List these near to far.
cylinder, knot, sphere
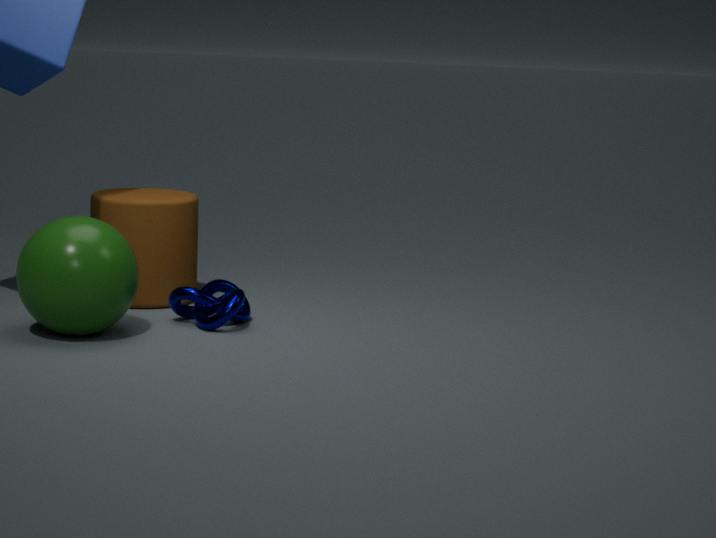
sphere → knot → cylinder
